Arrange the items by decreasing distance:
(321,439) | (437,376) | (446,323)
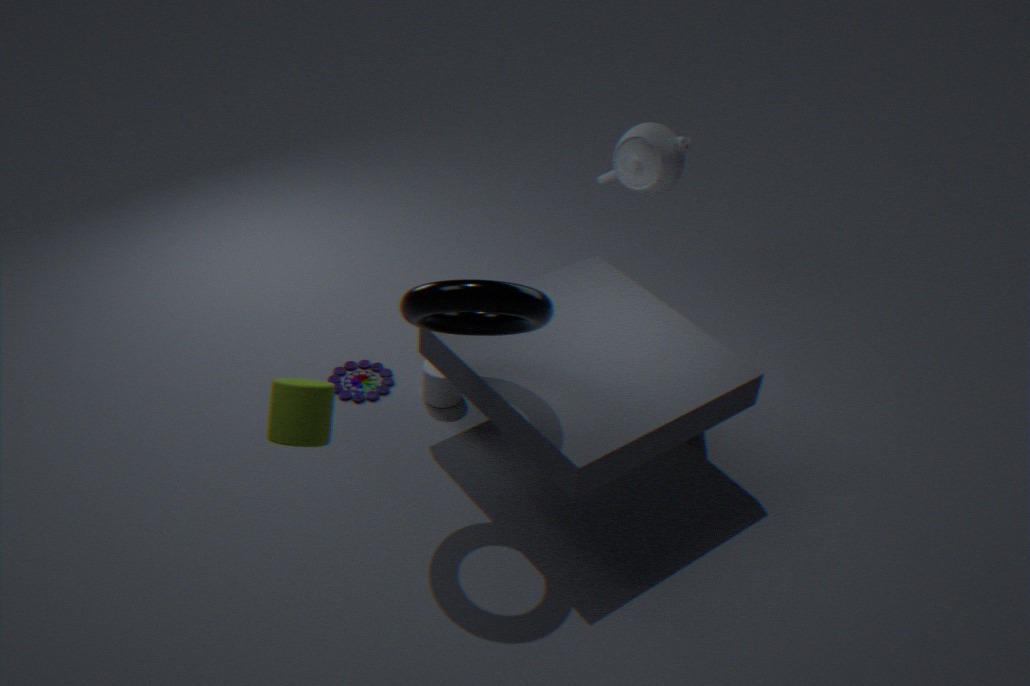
(437,376) → (446,323) → (321,439)
